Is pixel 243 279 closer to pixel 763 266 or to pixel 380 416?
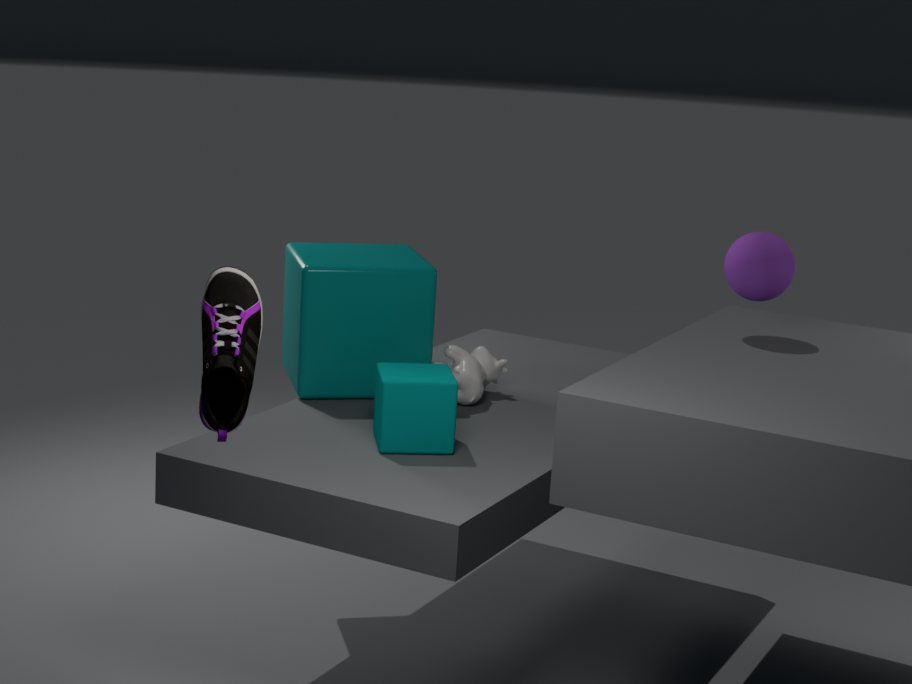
pixel 380 416
